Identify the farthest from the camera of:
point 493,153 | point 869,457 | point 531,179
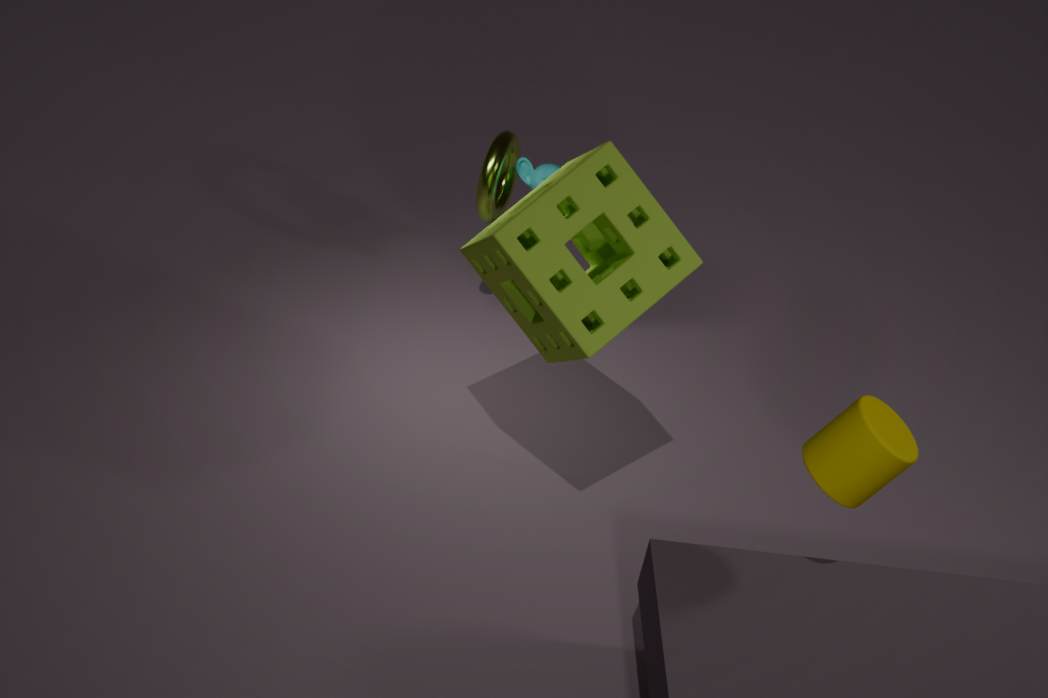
point 531,179
